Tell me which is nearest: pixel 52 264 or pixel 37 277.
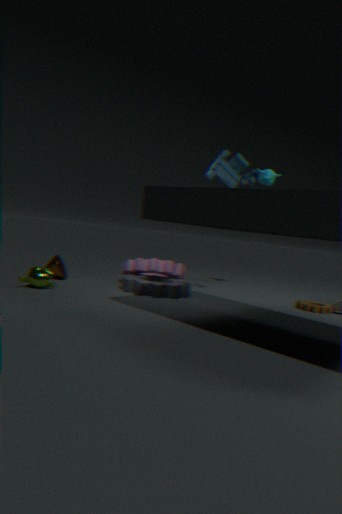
pixel 37 277
